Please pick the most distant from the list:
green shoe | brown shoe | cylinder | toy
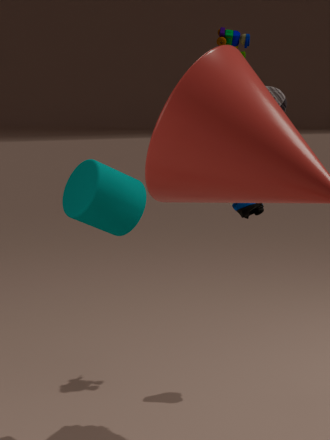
toy
